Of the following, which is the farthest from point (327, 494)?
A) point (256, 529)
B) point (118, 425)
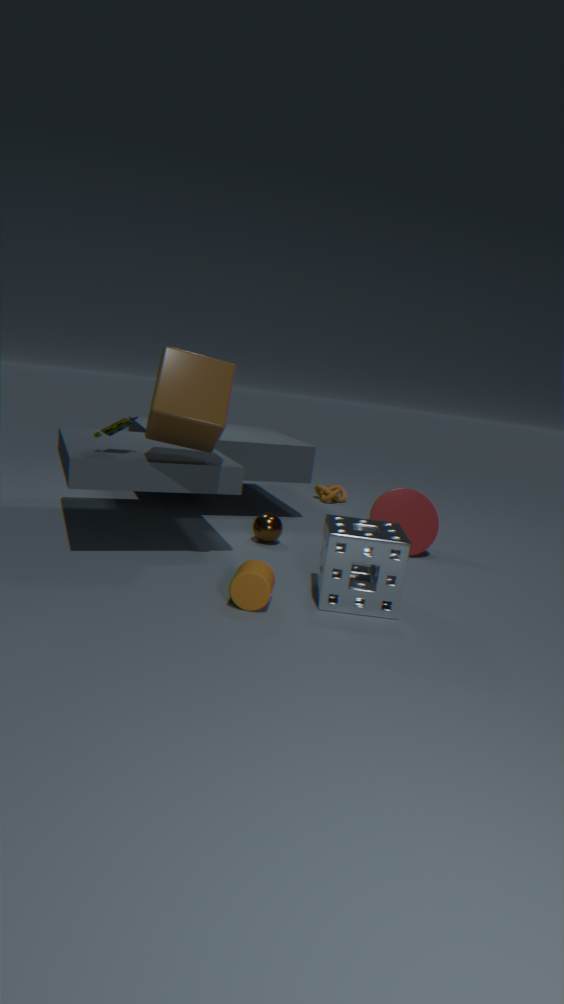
point (118, 425)
